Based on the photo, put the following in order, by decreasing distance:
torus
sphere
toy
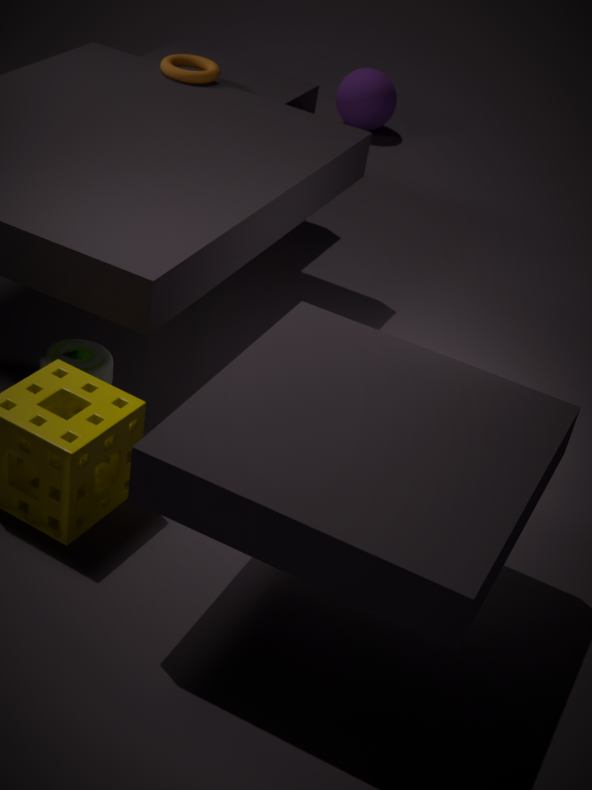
sphere → torus → toy
